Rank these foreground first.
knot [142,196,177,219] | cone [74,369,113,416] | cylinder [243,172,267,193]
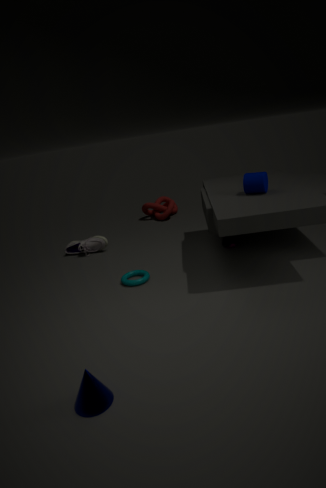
cone [74,369,113,416], cylinder [243,172,267,193], knot [142,196,177,219]
